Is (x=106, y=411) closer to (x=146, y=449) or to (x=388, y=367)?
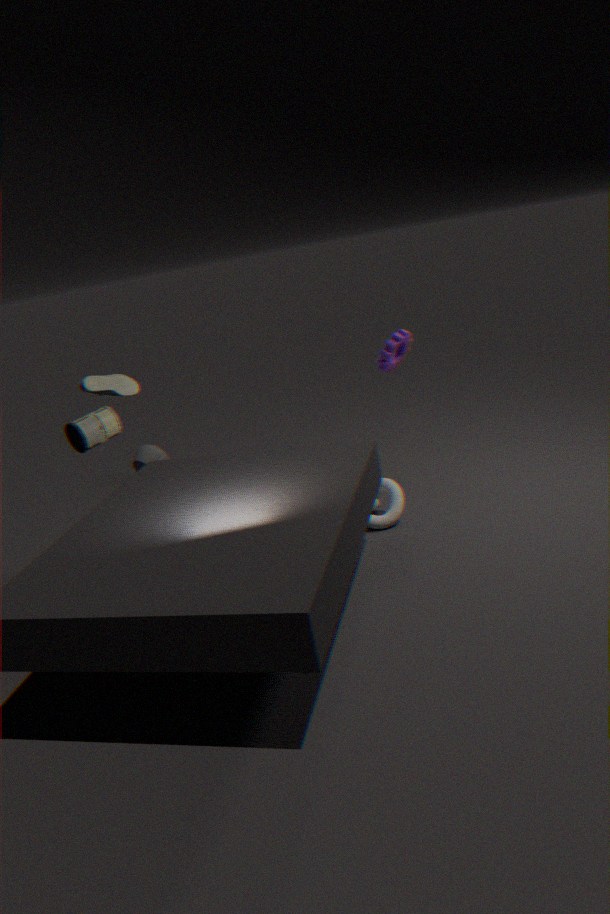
(x=388, y=367)
